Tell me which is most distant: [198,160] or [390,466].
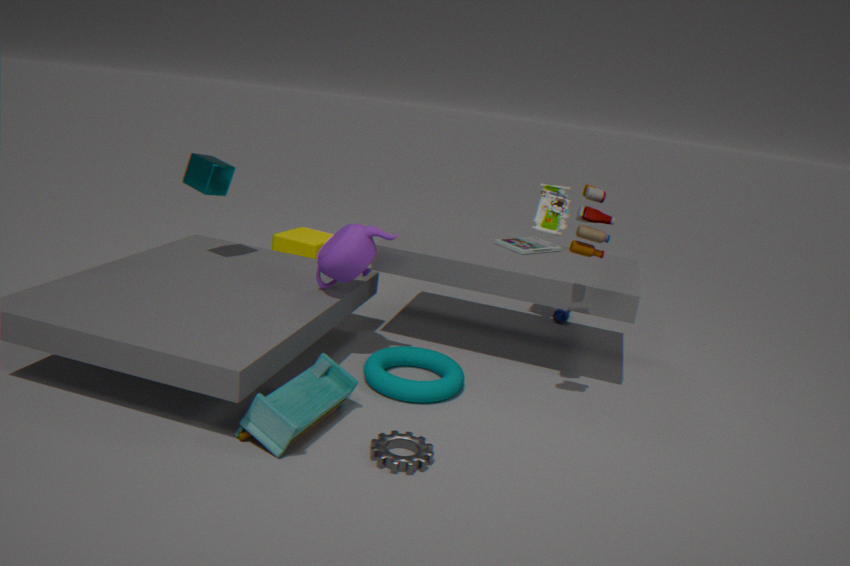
[198,160]
